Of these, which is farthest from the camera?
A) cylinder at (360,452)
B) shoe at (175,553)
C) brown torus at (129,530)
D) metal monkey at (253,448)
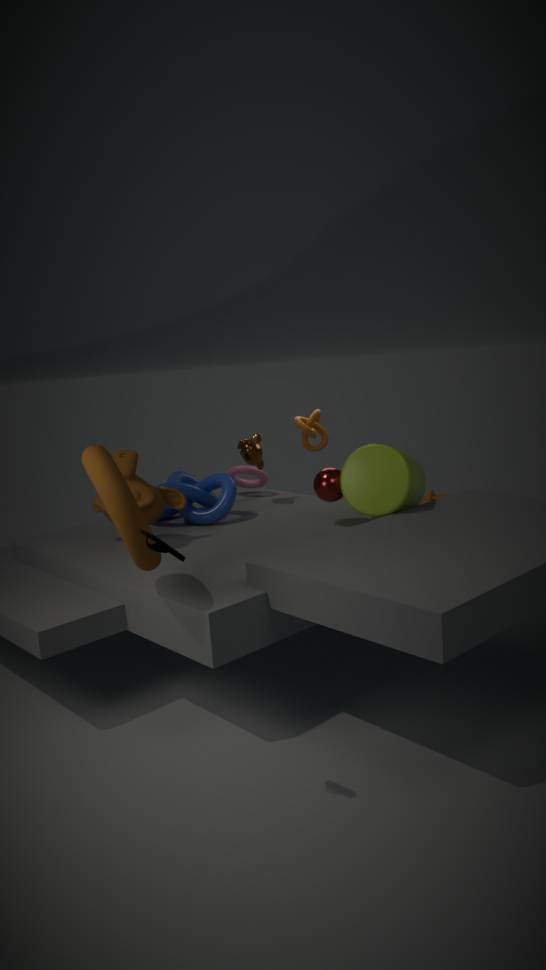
metal monkey at (253,448)
